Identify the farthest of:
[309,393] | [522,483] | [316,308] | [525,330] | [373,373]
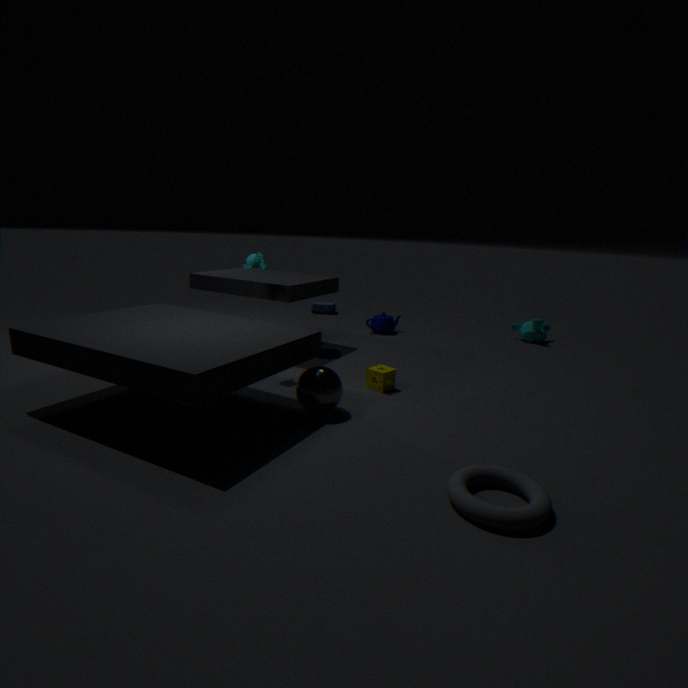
[316,308]
